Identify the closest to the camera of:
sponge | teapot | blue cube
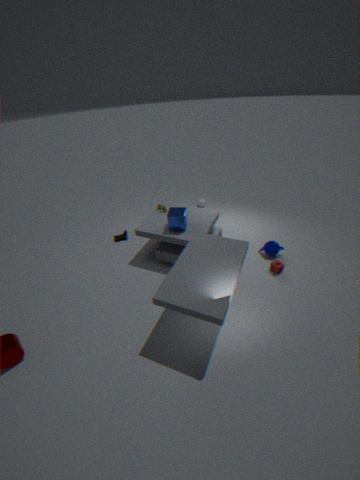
A: sponge
